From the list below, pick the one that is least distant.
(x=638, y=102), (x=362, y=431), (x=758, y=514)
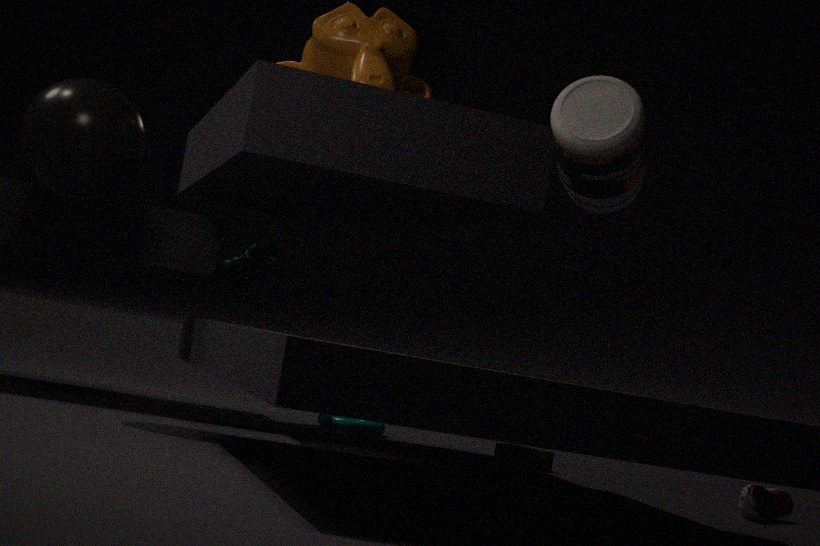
(x=638, y=102)
